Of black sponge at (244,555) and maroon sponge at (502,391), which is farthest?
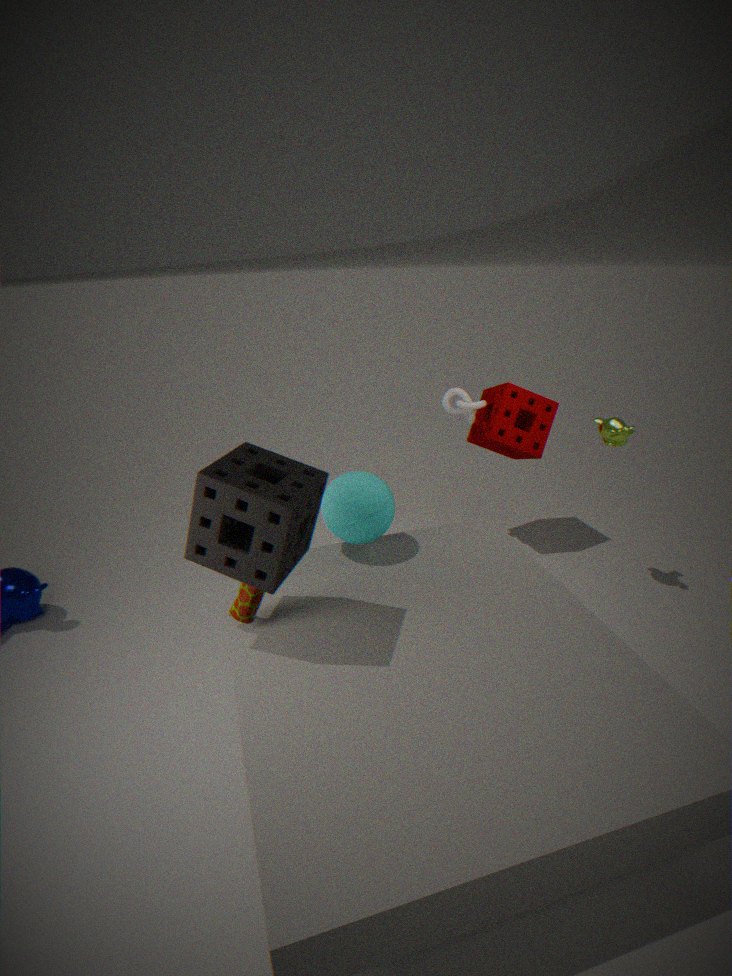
maroon sponge at (502,391)
